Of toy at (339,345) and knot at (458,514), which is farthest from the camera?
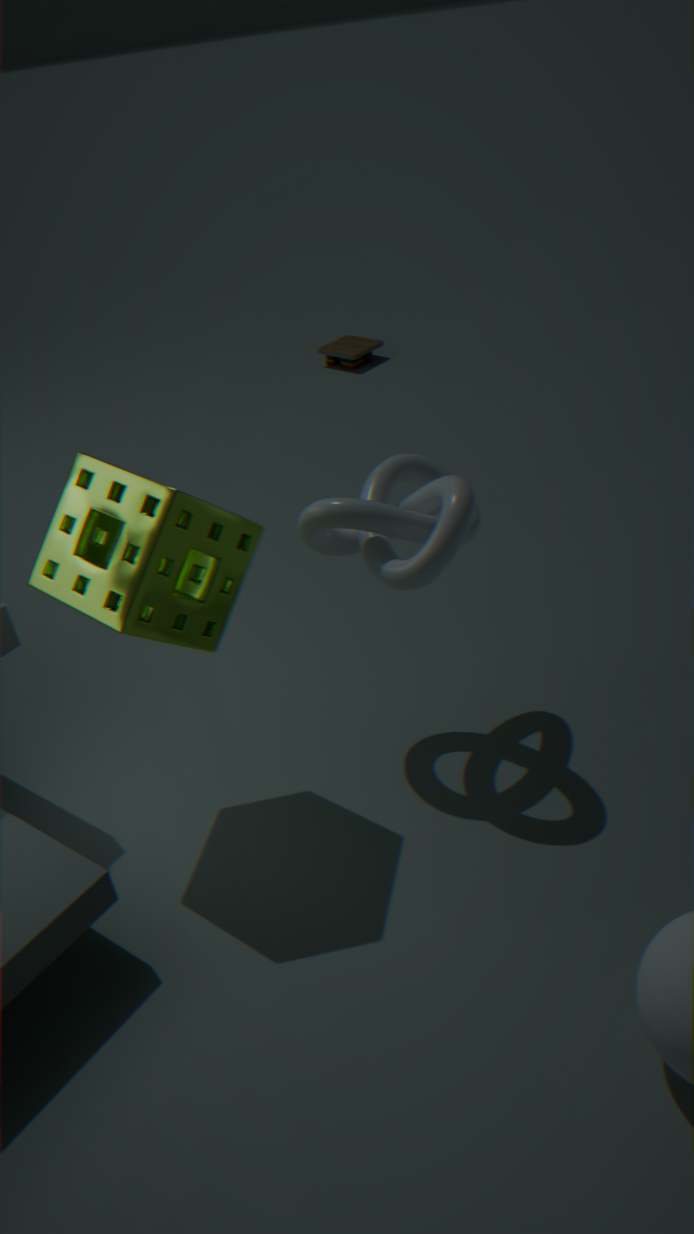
toy at (339,345)
